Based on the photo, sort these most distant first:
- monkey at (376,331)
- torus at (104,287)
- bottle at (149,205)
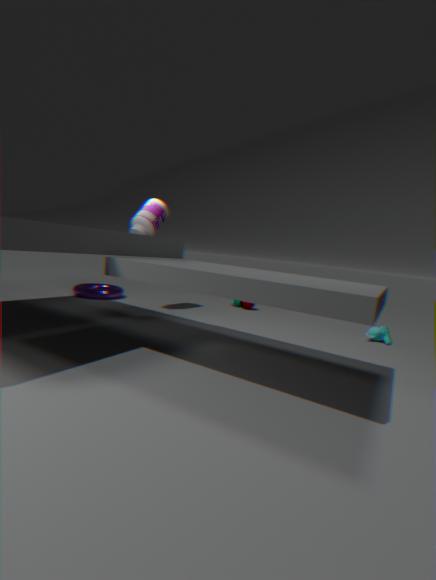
torus at (104,287) → bottle at (149,205) → monkey at (376,331)
